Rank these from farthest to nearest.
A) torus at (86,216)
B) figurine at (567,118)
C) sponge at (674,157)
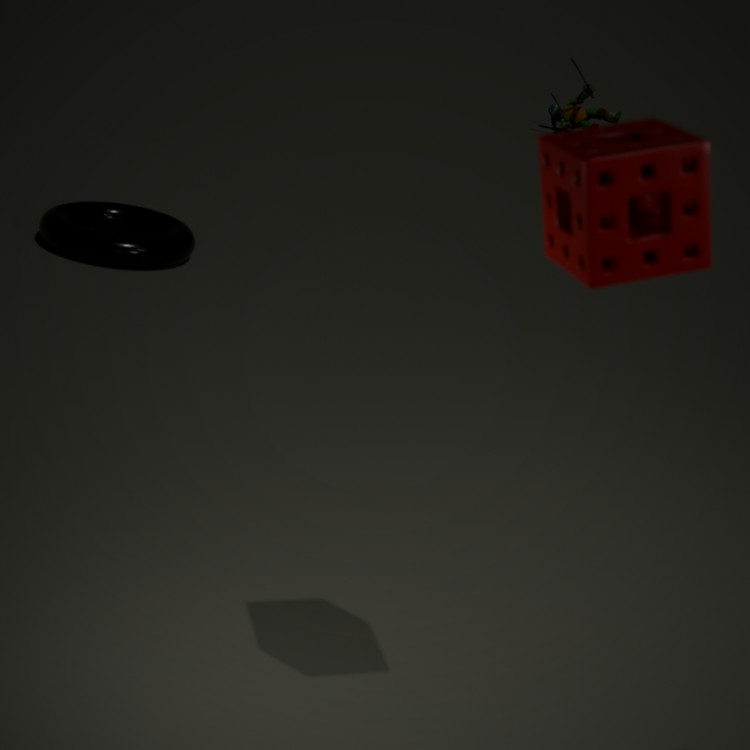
figurine at (567,118) < torus at (86,216) < sponge at (674,157)
